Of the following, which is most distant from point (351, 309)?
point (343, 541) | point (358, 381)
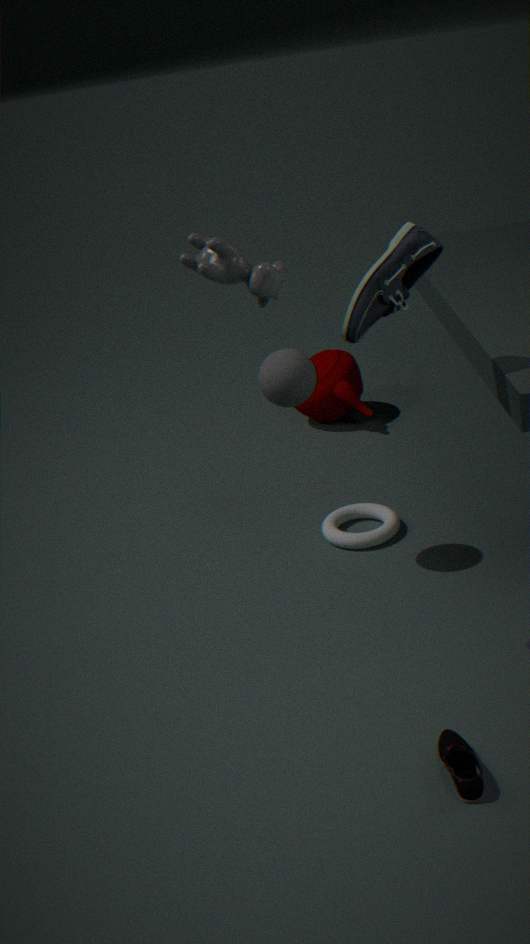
point (358, 381)
